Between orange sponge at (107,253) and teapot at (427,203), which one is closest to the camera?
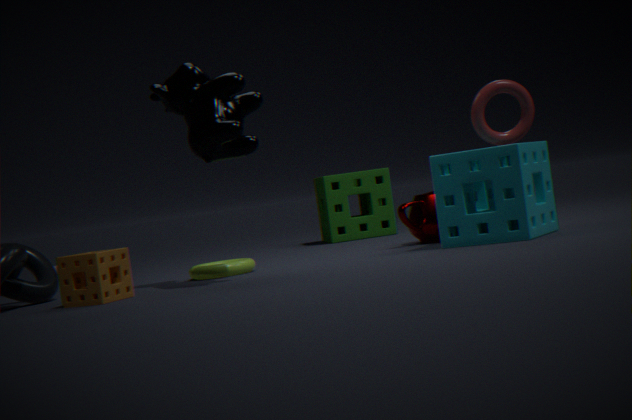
orange sponge at (107,253)
